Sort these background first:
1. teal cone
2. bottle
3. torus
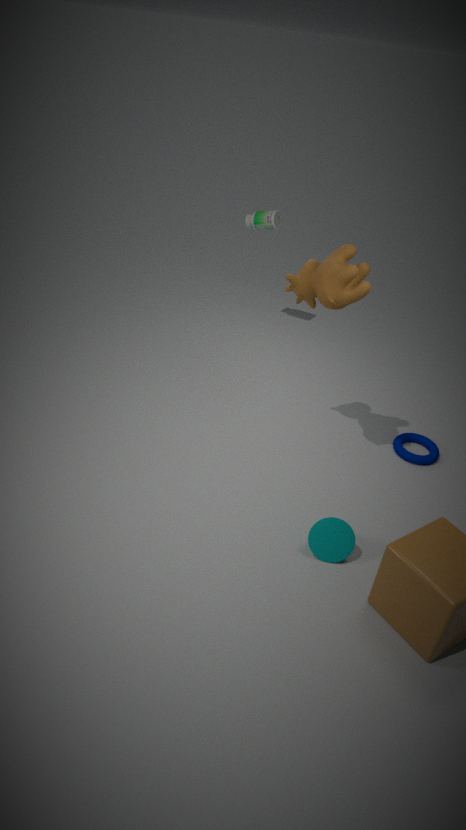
bottle < torus < teal cone
